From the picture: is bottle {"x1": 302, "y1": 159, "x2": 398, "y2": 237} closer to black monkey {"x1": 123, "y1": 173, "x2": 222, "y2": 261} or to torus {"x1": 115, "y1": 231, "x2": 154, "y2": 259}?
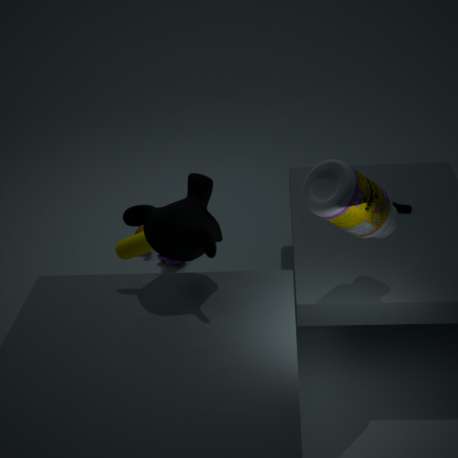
black monkey {"x1": 123, "y1": 173, "x2": 222, "y2": 261}
